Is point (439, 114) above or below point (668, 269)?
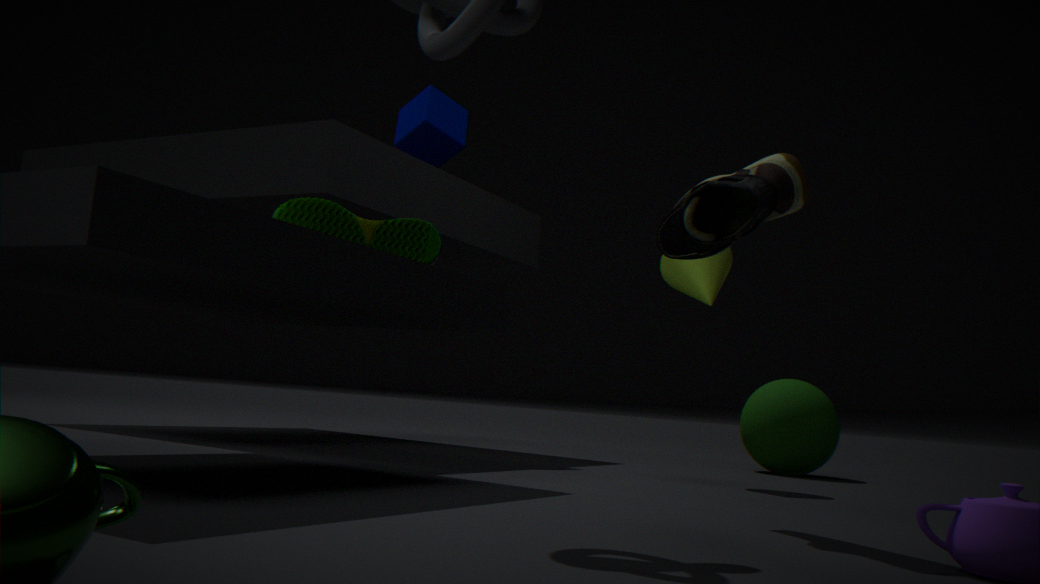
above
